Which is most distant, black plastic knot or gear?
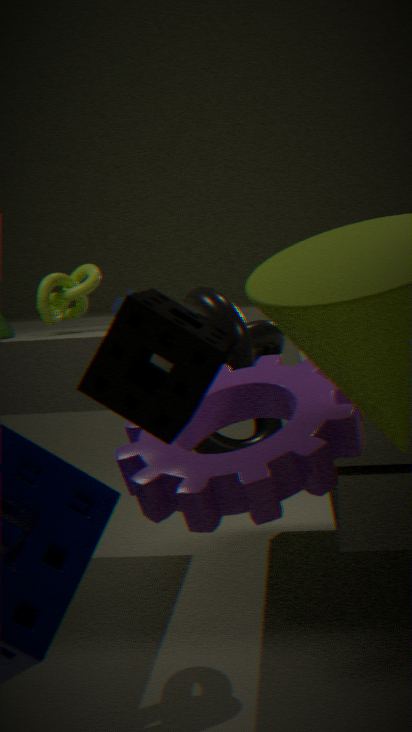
black plastic knot
